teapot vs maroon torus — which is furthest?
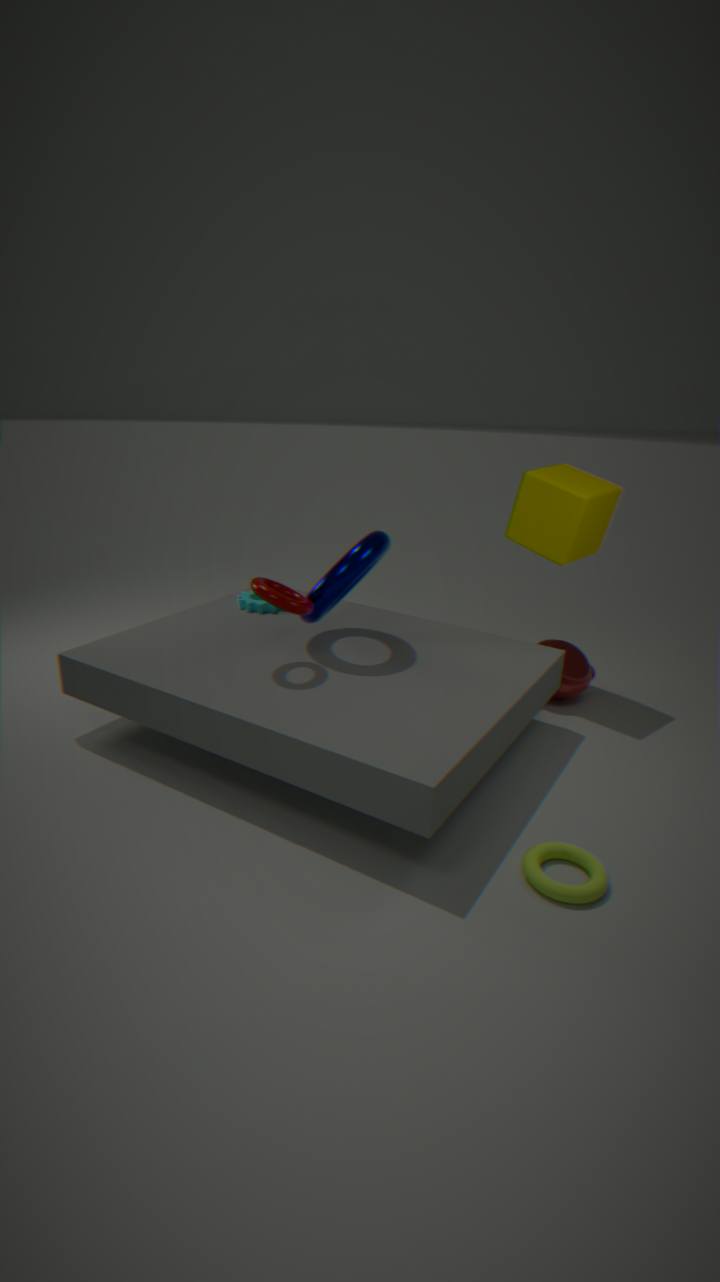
teapot
